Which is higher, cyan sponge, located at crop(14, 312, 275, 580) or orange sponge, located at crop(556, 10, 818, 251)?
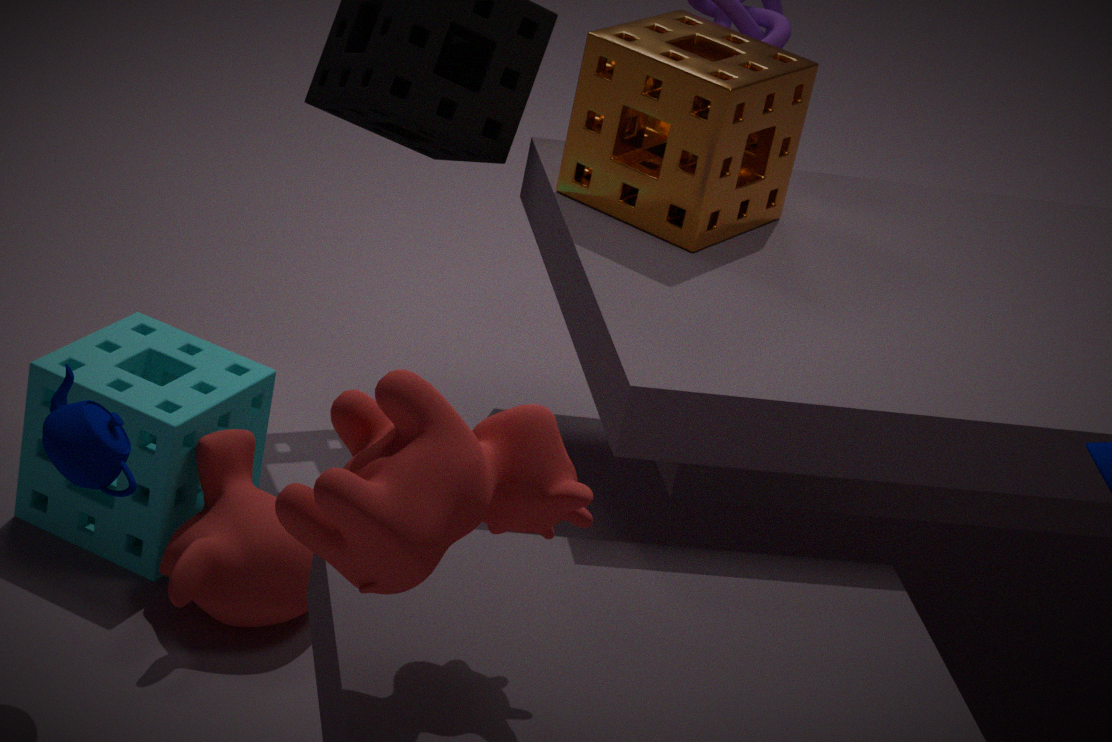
orange sponge, located at crop(556, 10, 818, 251)
